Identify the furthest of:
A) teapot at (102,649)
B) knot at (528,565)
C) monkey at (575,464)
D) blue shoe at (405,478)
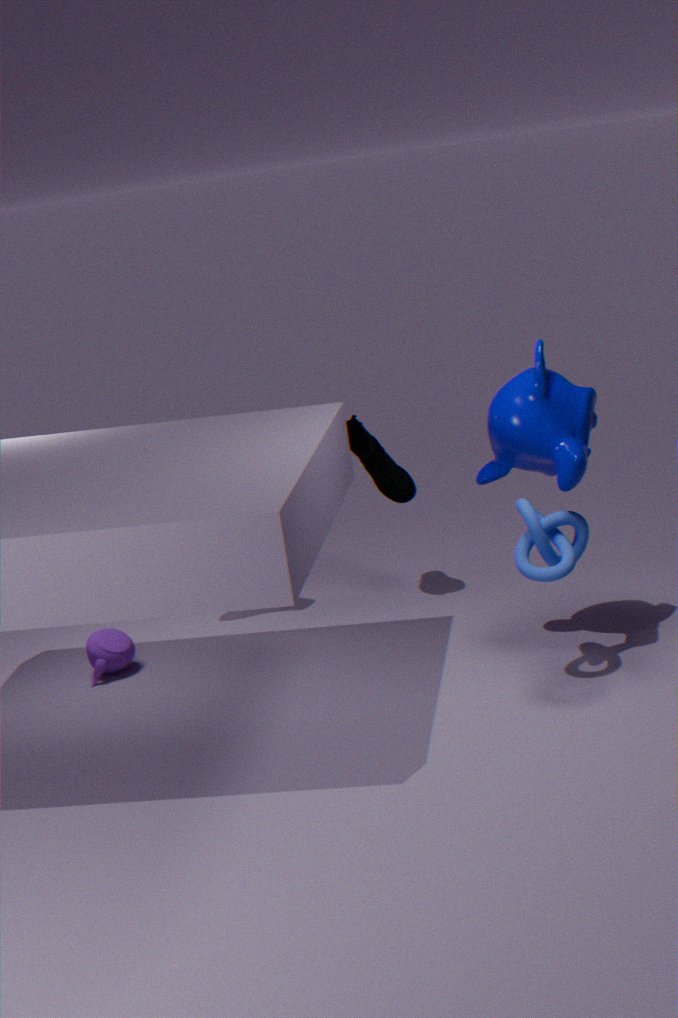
teapot at (102,649)
